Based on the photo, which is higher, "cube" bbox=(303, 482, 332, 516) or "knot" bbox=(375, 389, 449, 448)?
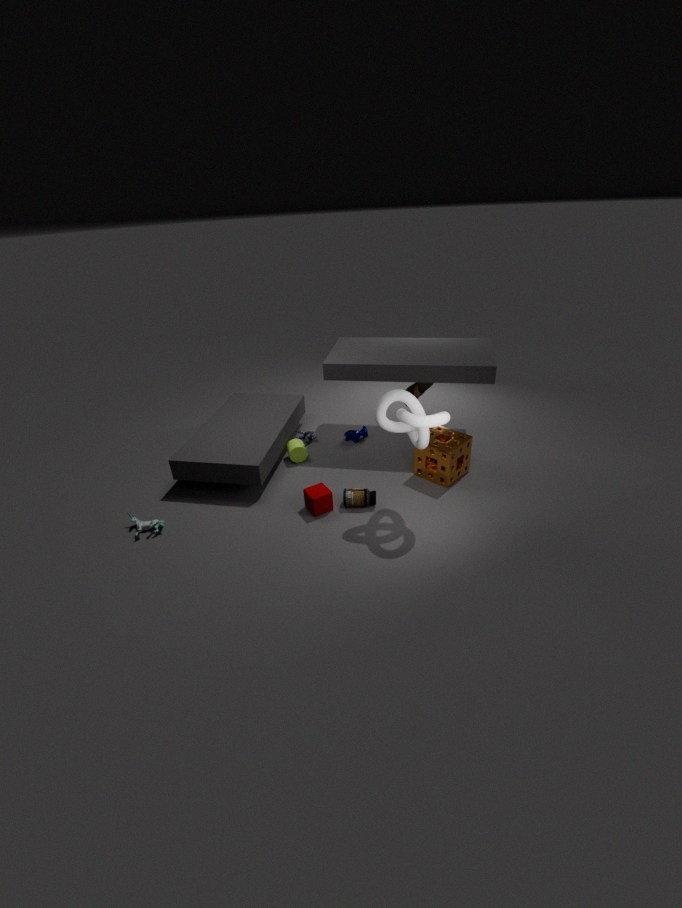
"knot" bbox=(375, 389, 449, 448)
